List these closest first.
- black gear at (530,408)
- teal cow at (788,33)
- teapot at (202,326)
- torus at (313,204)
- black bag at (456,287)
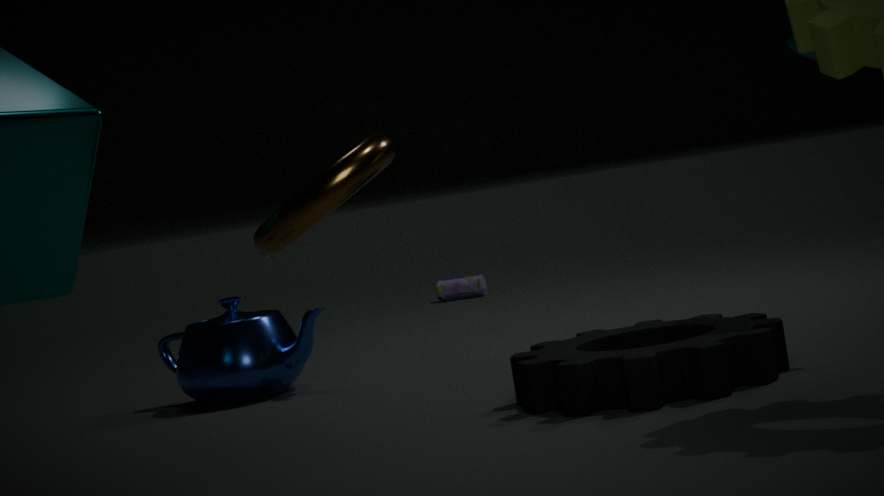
1. torus at (313,204)
2. black gear at (530,408)
3. teal cow at (788,33)
4. teapot at (202,326)
5. black bag at (456,287)
